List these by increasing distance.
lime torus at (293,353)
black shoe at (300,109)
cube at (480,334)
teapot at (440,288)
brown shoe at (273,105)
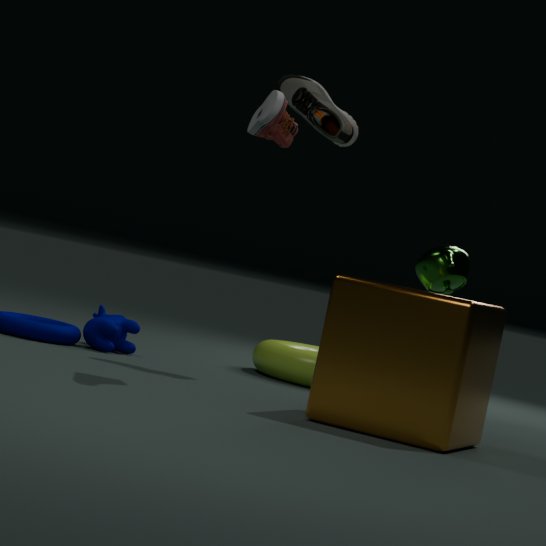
cube at (480,334)
brown shoe at (273,105)
black shoe at (300,109)
teapot at (440,288)
lime torus at (293,353)
